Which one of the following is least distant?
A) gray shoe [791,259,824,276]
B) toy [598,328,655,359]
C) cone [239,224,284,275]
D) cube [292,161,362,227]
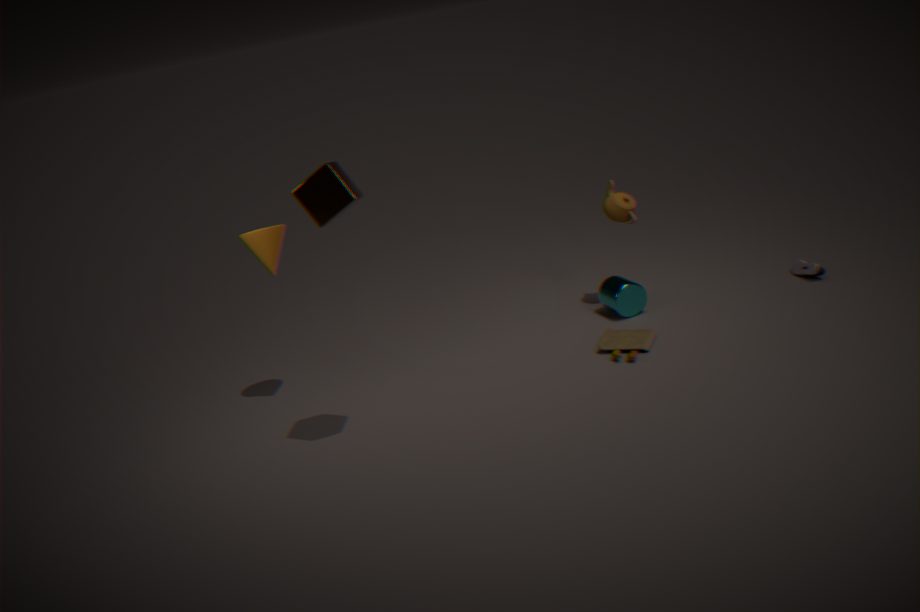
cube [292,161,362,227]
